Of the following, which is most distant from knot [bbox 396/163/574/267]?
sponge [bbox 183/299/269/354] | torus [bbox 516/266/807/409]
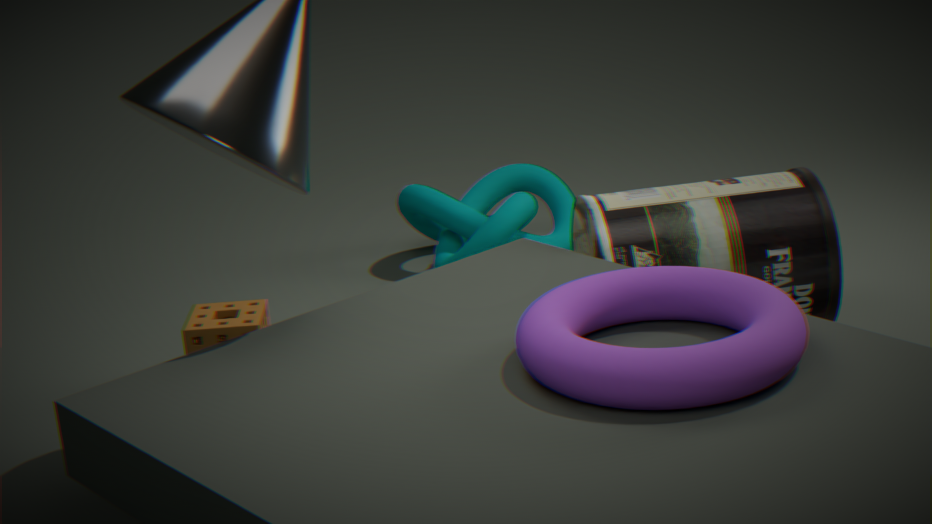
torus [bbox 516/266/807/409]
